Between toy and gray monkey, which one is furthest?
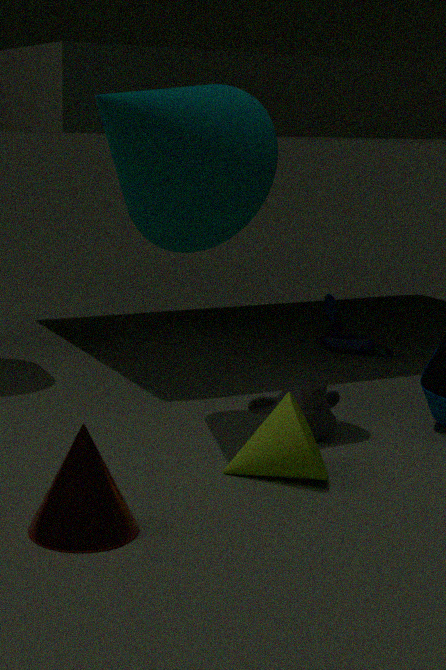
toy
